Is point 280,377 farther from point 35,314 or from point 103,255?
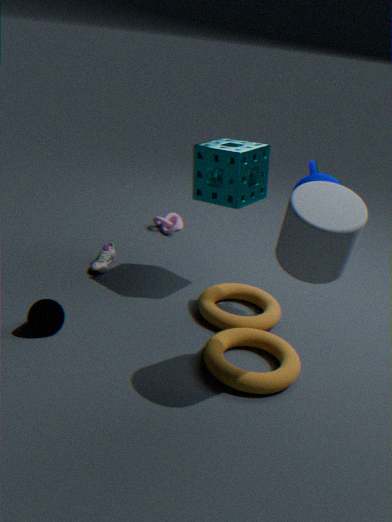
point 103,255
